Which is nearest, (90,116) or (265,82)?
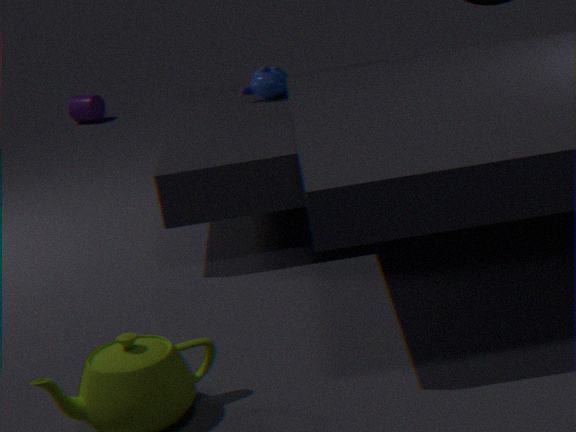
(265,82)
